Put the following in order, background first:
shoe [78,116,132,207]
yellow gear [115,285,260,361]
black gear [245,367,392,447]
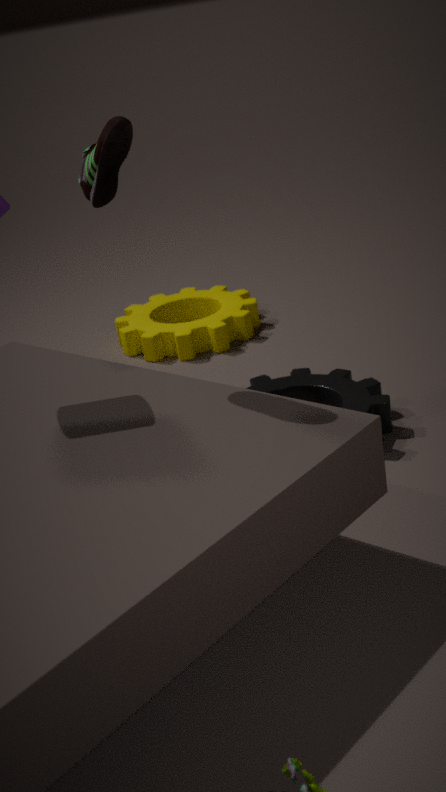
yellow gear [115,285,260,361]
black gear [245,367,392,447]
shoe [78,116,132,207]
